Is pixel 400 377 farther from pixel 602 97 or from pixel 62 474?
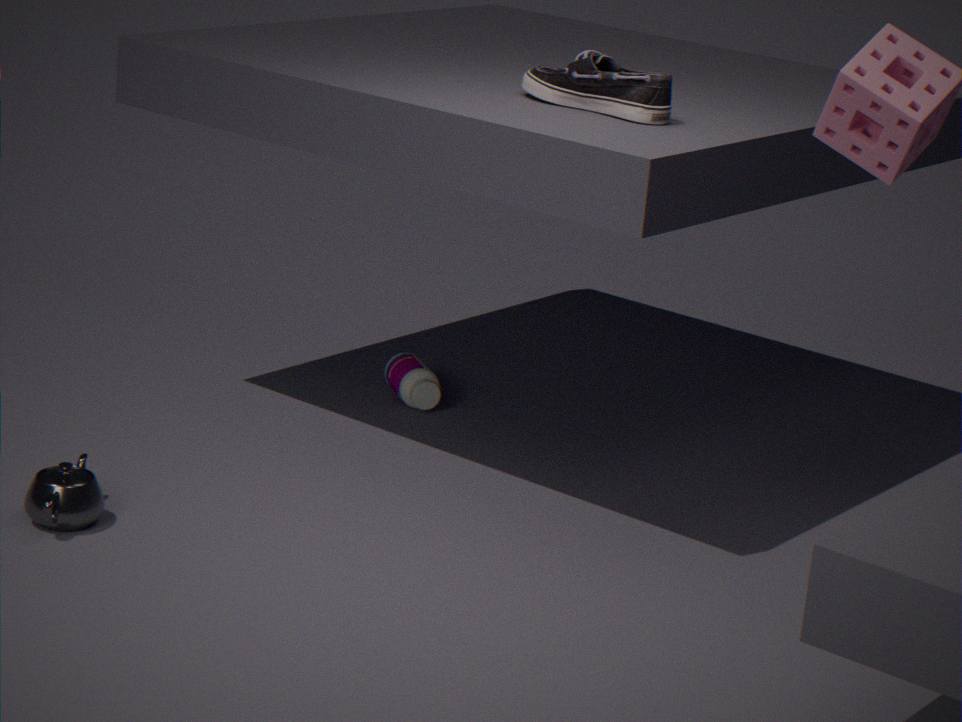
pixel 62 474
